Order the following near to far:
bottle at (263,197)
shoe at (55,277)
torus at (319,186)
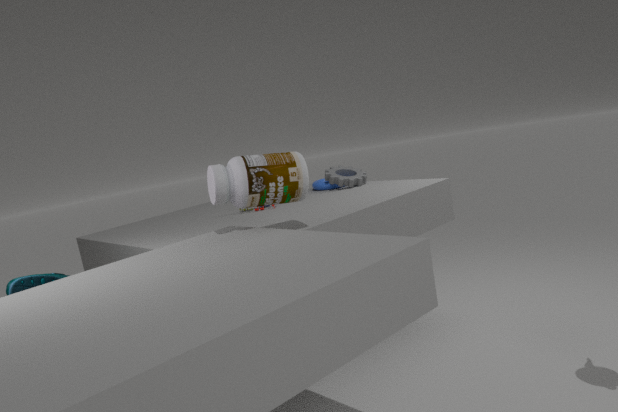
bottle at (263,197)
shoe at (55,277)
torus at (319,186)
